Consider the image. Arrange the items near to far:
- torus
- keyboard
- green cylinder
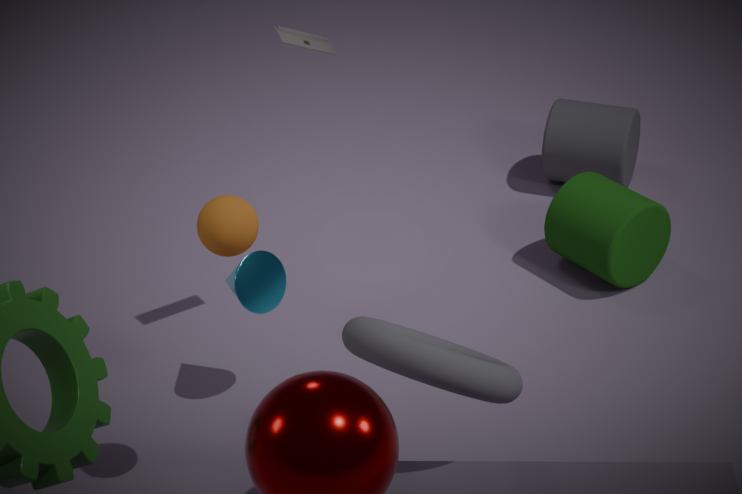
torus < keyboard < green cylinder
